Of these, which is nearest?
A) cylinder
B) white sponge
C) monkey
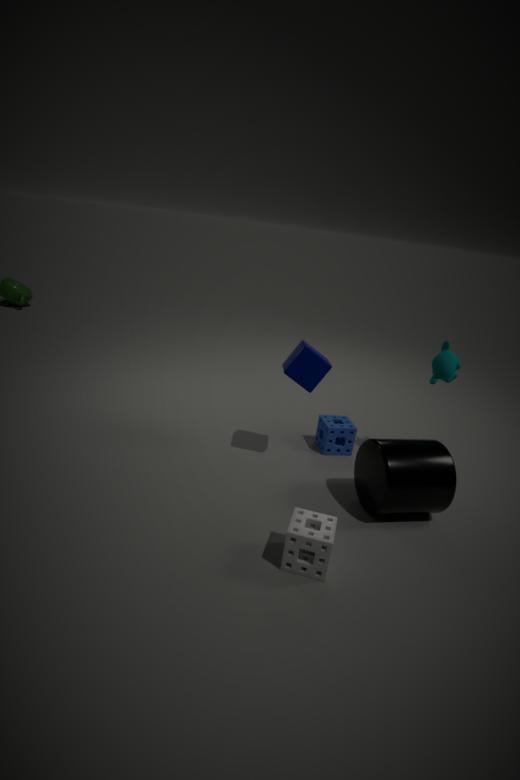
white sponge
